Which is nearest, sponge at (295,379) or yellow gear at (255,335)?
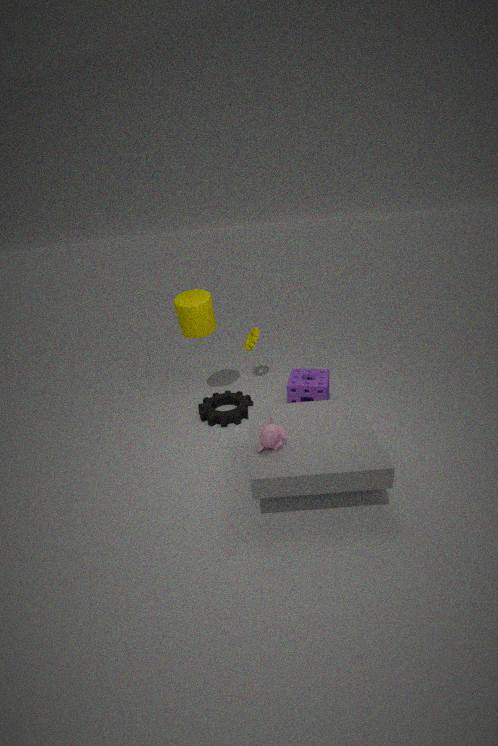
sponge at (295,379)
